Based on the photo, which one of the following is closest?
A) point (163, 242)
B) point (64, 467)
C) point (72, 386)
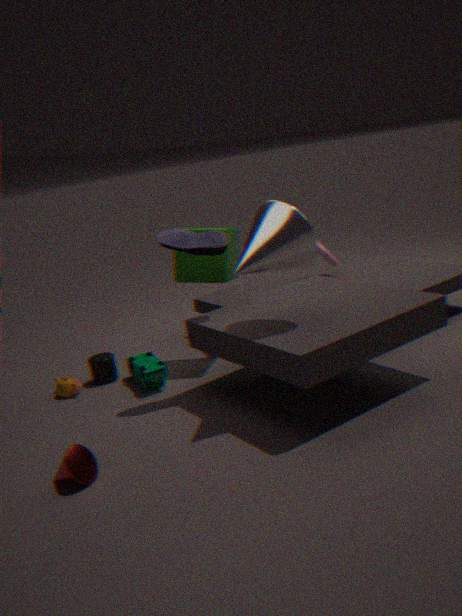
point (64, 467)
